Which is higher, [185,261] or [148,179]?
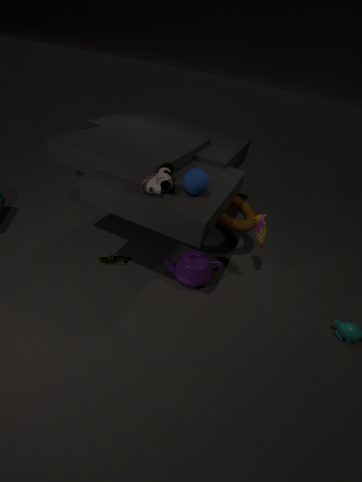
[148,179]
